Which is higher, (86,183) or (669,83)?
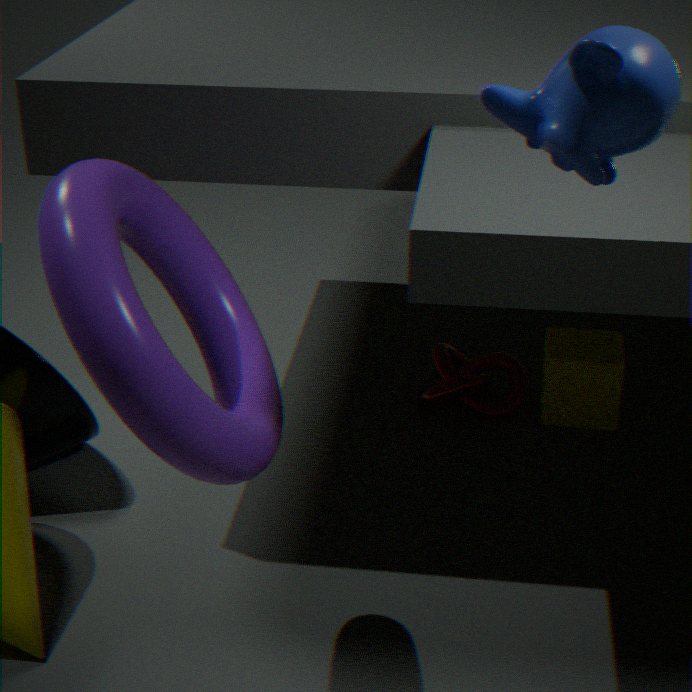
(669,83)
